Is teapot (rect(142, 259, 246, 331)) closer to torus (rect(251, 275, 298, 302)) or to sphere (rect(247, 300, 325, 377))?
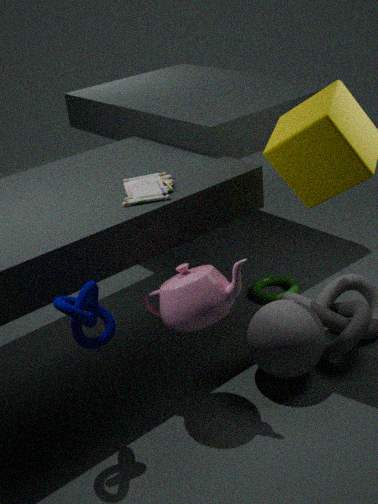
sphere (rect(247, 300, 325, 377))
